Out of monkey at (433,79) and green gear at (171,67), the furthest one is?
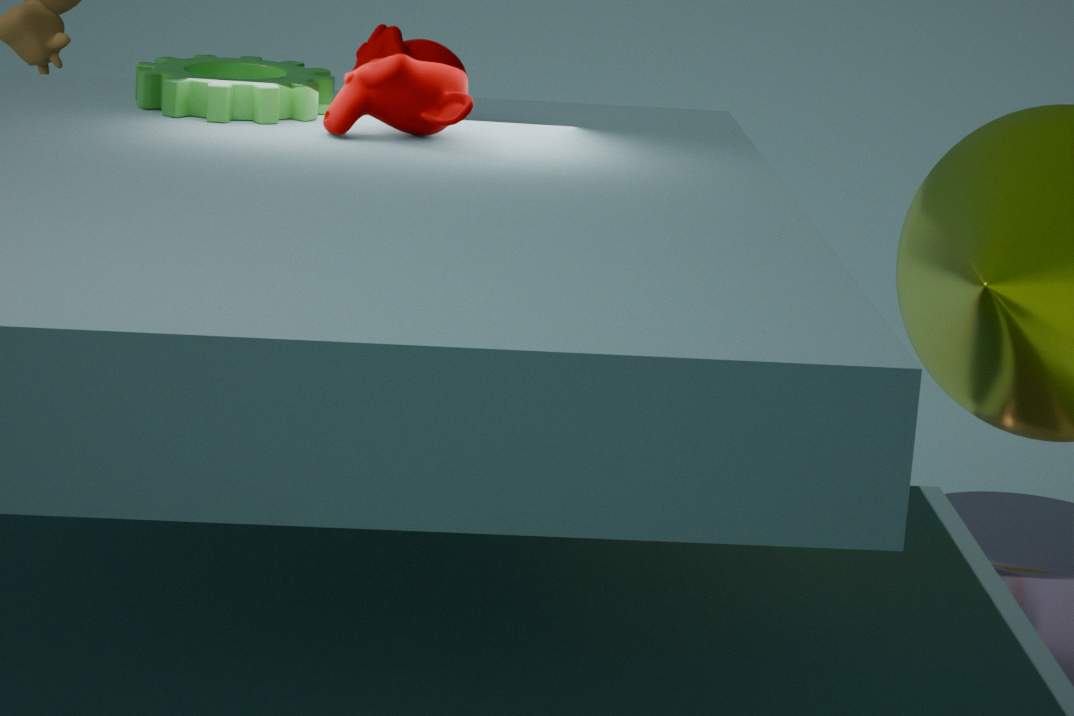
green gear at (171,67)
